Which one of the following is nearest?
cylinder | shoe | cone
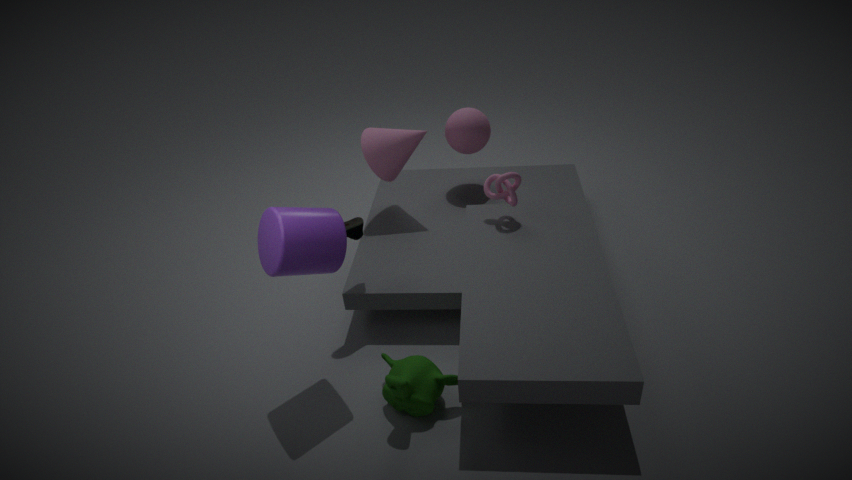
cylinder
